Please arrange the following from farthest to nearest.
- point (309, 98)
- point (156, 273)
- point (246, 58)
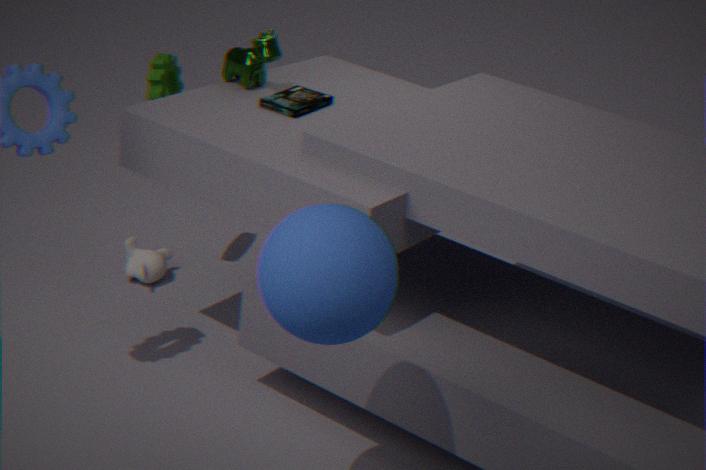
point (156, 273), point (246, 58), point (309, 98)
